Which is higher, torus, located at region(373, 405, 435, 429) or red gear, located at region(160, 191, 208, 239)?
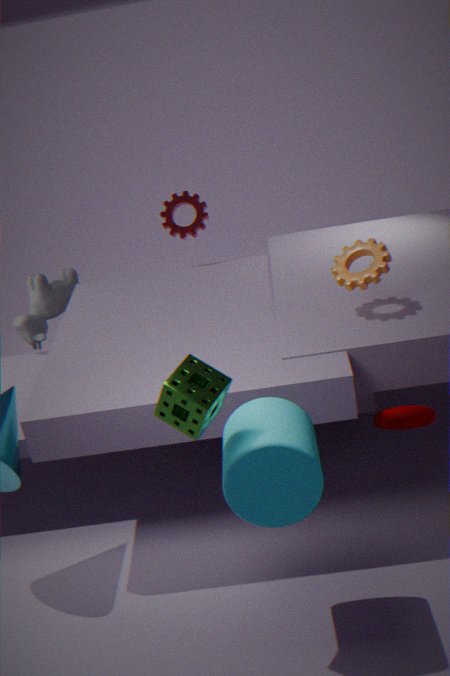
red gear, located at region(160, 191, 208, 239)
